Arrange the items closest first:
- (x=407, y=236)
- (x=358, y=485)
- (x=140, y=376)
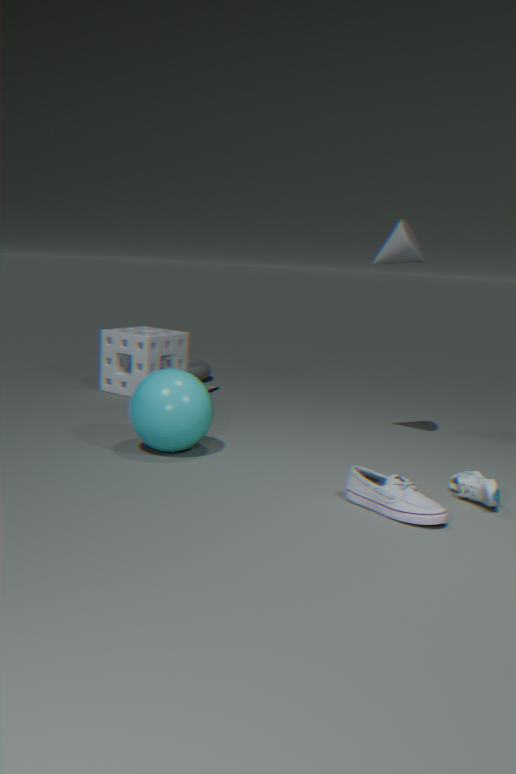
1. (x=358, y=485)
2. (x=407, y=236)
3. (x=140, y=376)
